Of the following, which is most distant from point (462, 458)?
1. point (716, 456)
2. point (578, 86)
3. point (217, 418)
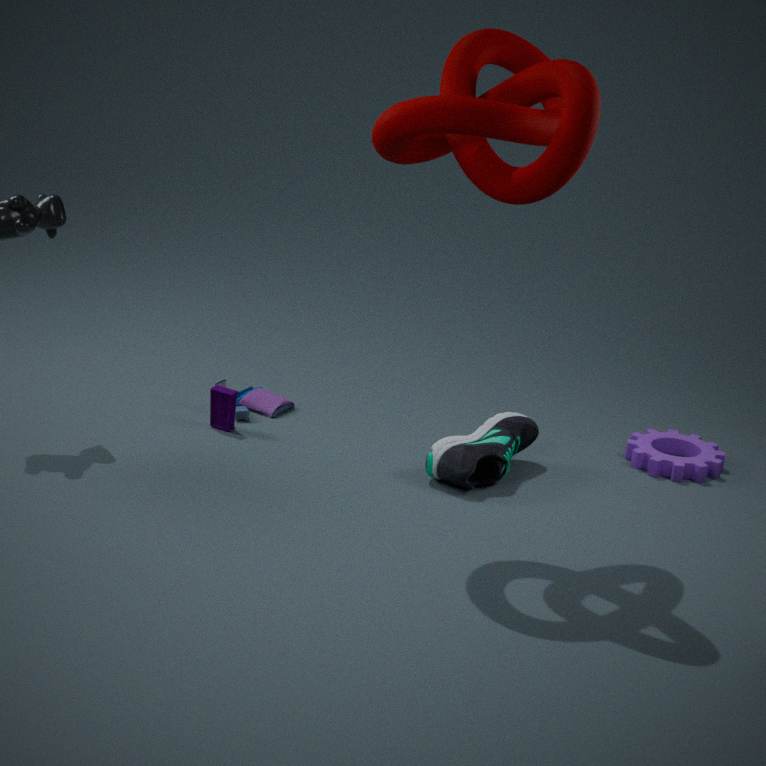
point (578, 86)
